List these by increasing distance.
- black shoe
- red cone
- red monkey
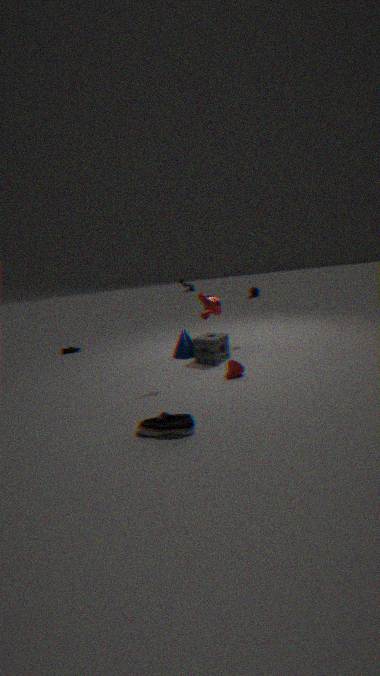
black shoe, red cone, red monkey
